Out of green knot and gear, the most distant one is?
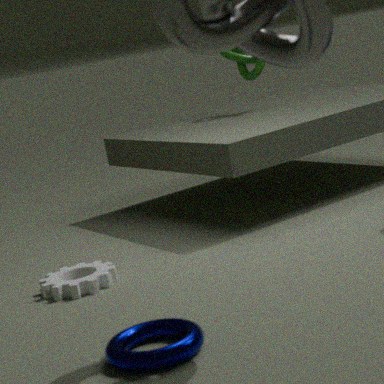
green knot
